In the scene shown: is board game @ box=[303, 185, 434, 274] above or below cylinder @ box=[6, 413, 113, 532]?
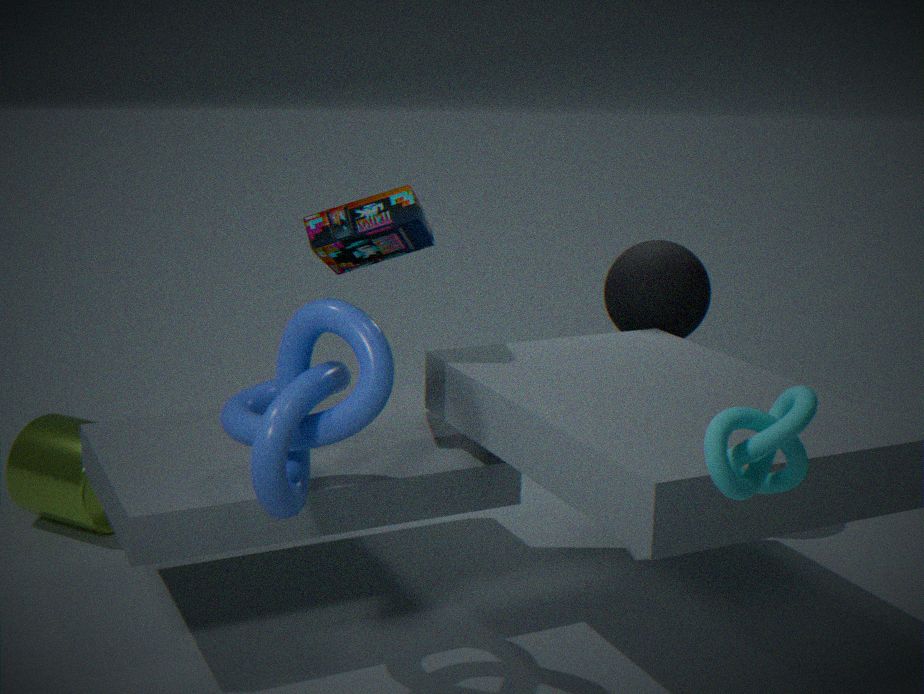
above
